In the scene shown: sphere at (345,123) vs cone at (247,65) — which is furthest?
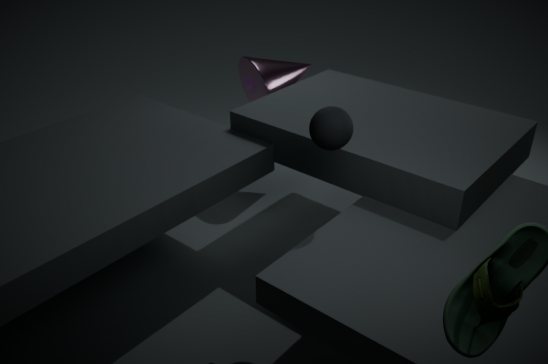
cone at (247,65)
